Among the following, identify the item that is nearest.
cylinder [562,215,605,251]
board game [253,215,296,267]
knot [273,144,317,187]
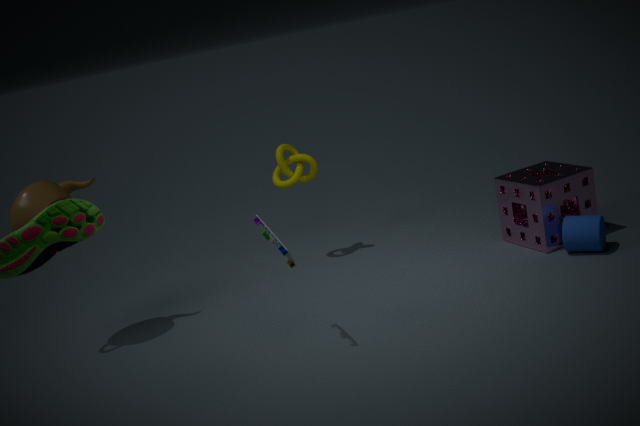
board game [253,215,296,267]
